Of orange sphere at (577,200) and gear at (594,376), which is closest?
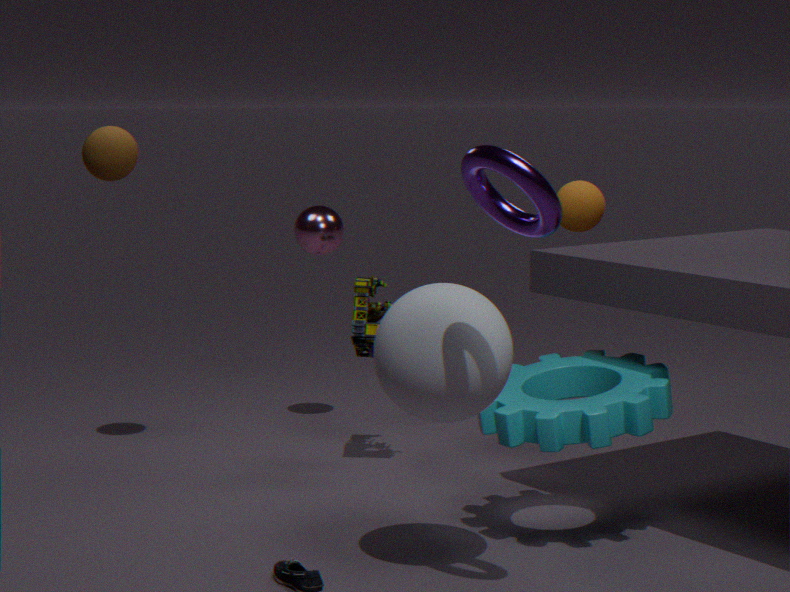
gear at (594,376)
